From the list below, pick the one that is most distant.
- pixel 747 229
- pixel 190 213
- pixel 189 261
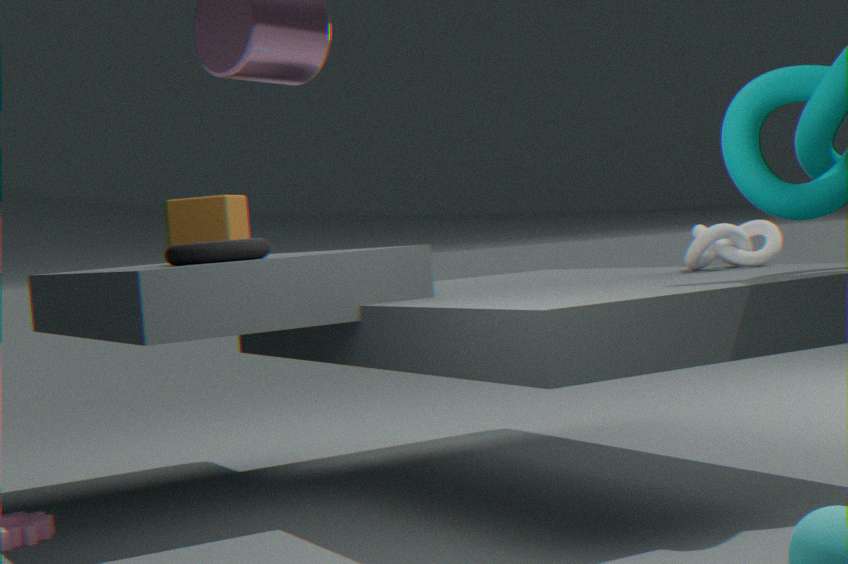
pixel 747 229
